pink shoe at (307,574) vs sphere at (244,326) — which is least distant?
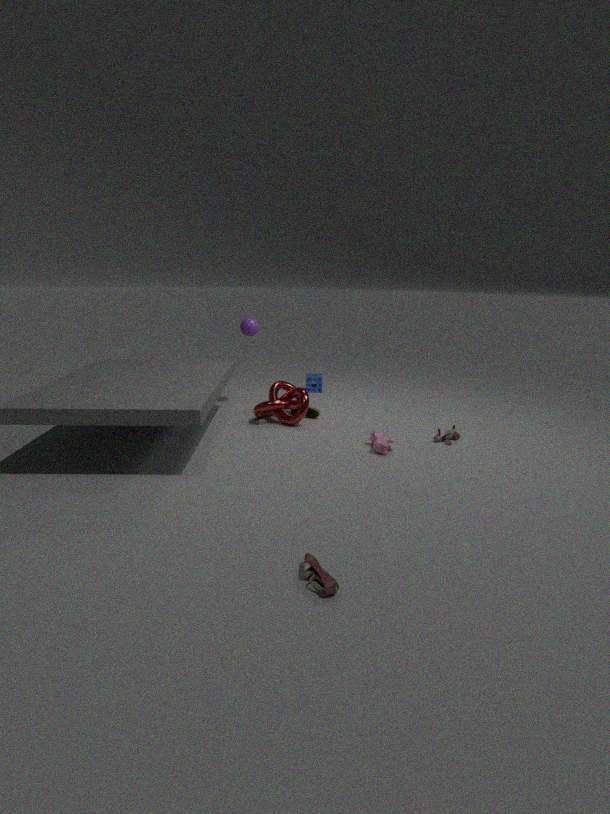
pink shoe at (307,574)
